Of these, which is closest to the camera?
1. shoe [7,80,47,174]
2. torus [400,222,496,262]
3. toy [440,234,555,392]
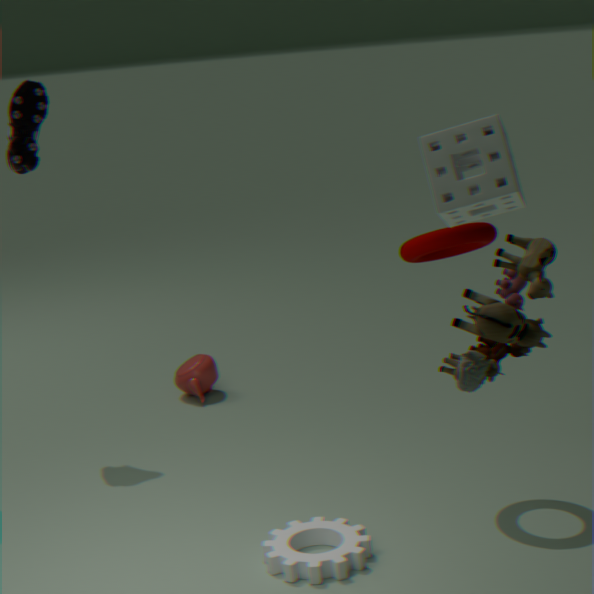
toy [440,234,555,392]
